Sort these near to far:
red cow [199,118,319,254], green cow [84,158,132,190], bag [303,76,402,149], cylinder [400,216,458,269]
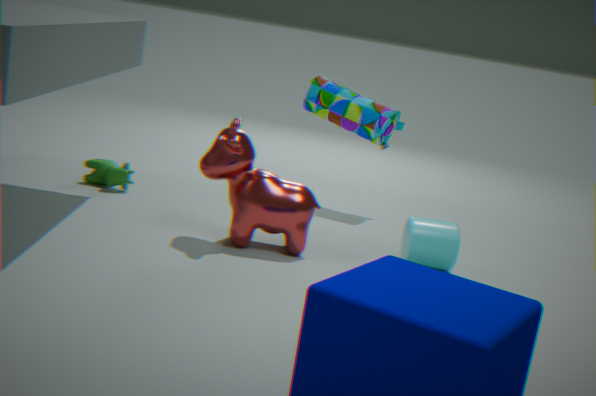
1. red cow [199,118,319,254]
2. cylinder [400,216,458,269]
3. green cow [84,158,132,190]
4. bag [303,76,402,149]
